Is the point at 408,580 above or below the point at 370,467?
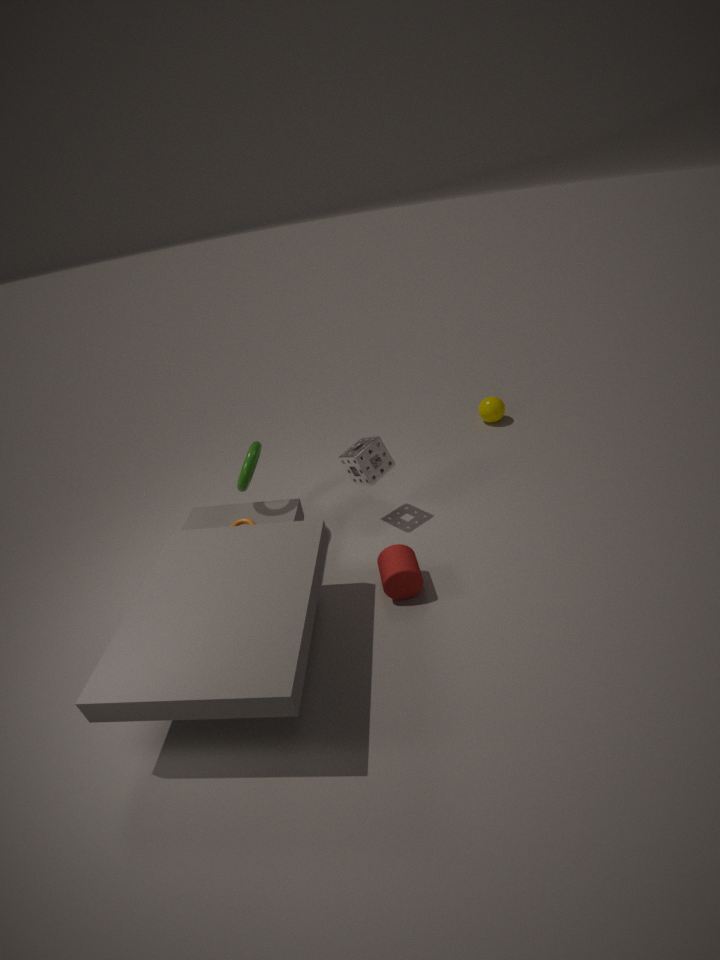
below
